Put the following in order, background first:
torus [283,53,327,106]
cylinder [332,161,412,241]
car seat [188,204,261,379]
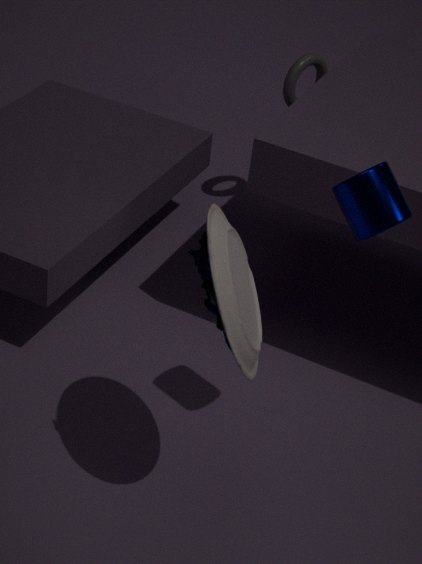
torus [283,53,327,106] → cylinder [332,161,412,241] → car seat [188,204,261,379]
